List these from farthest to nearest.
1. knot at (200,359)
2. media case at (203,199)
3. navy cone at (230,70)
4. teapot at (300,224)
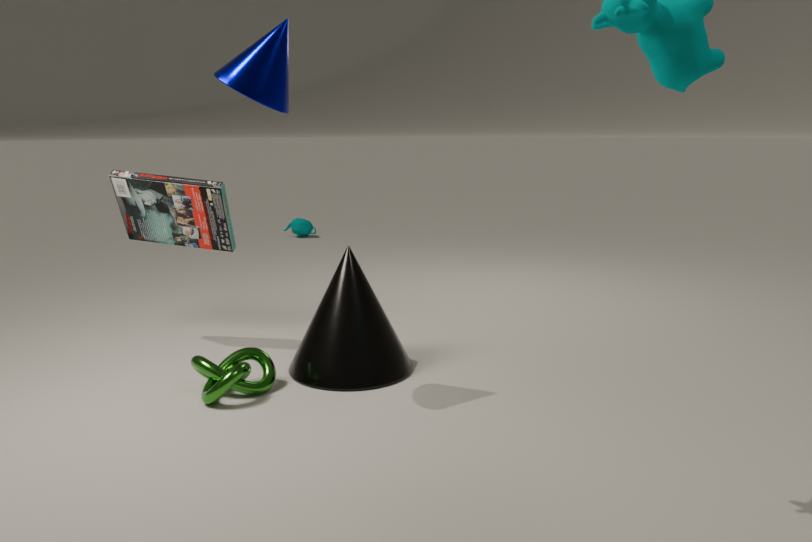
teapot at (300,224), media case at (203,199), knot at (200,359), navy cone at (230,70)
